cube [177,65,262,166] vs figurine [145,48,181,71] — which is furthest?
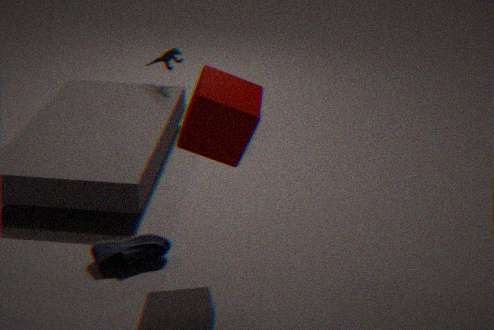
figurine [145,48,181,71]
